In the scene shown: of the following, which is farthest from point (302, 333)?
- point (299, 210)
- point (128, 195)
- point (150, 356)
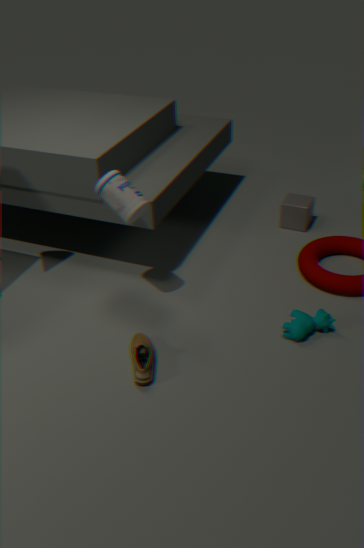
point (299, 210)
